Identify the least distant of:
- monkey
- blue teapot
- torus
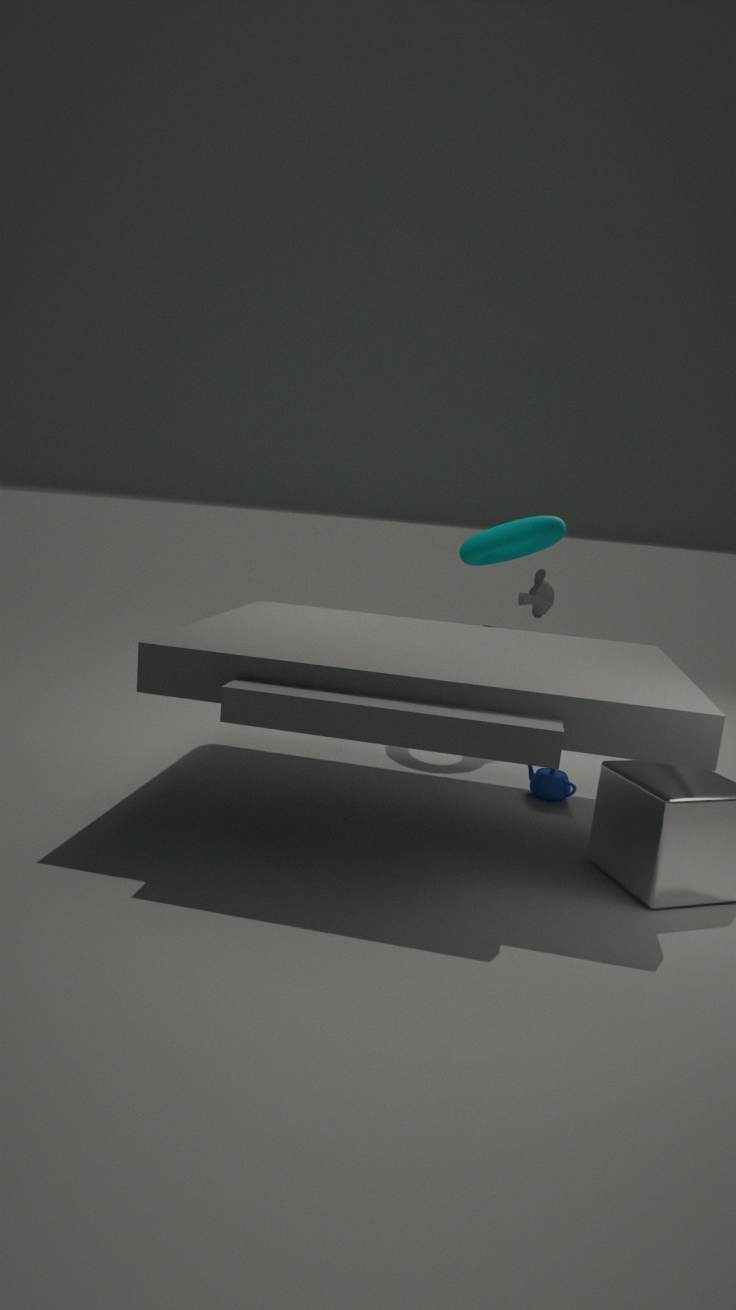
blue teapot
